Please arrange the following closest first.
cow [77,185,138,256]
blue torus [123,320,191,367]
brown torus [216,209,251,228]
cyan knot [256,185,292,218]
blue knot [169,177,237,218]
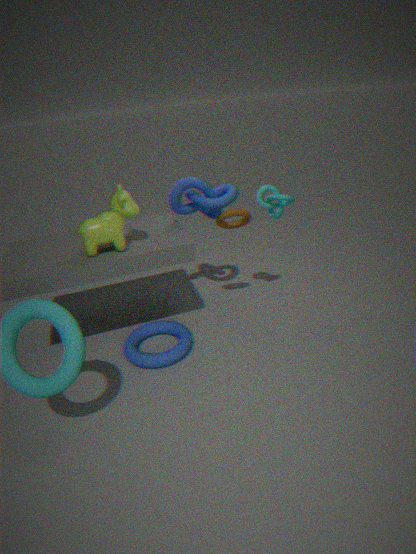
cow [77,185,138,256], brown torus [216,209,251,228], blue torus [123,320,191,367], cyan knot [256,185,292,218], blue knot [169,177,237,218]
